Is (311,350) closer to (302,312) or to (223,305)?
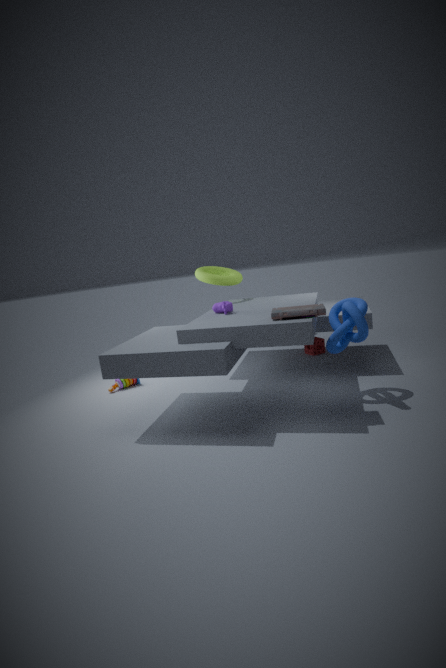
(223,305)
